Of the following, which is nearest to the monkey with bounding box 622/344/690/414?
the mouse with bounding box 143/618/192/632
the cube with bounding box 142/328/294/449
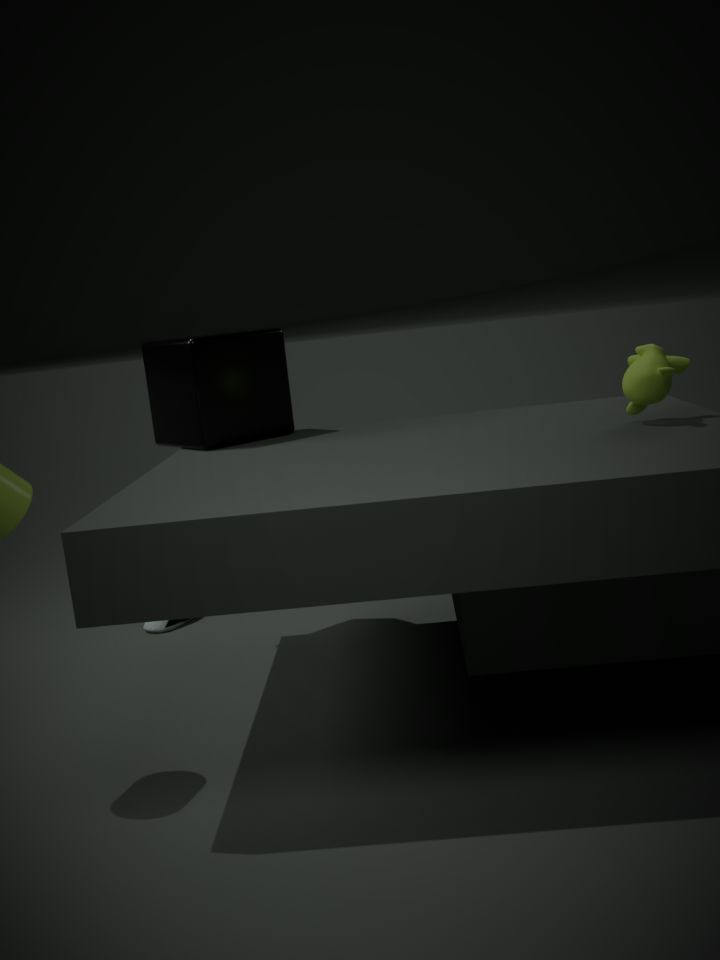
the cube with bounding box 142/328/294/449
